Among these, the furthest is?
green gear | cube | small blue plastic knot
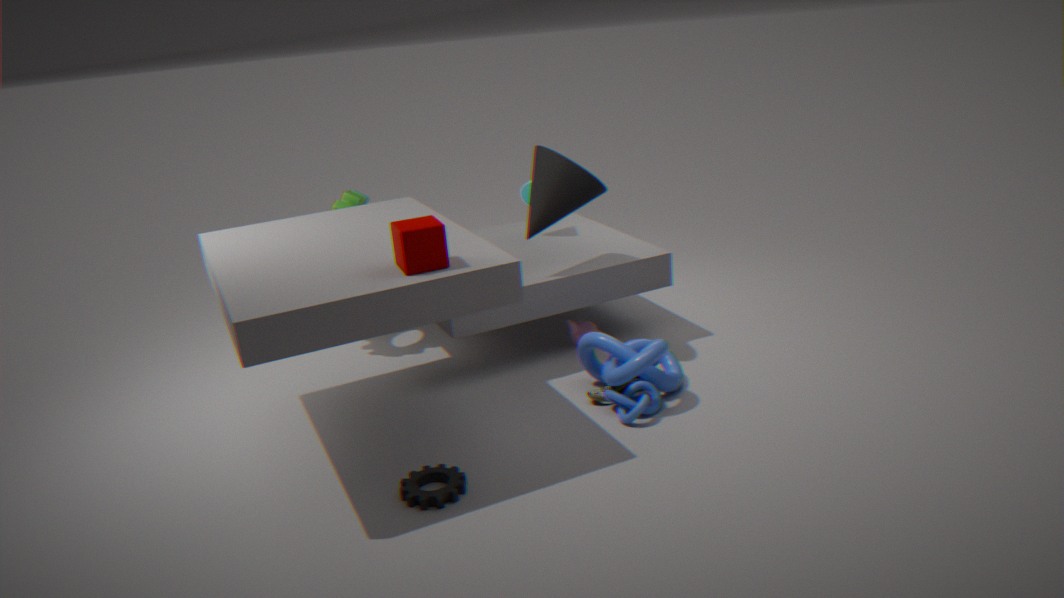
green gear
